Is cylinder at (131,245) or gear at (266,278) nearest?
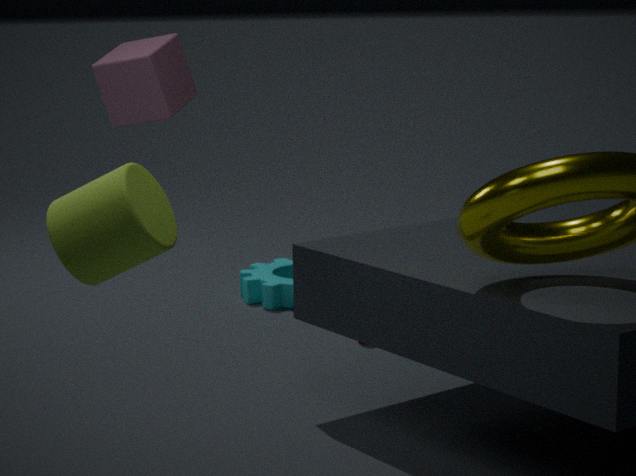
cylinder at (131,245)
